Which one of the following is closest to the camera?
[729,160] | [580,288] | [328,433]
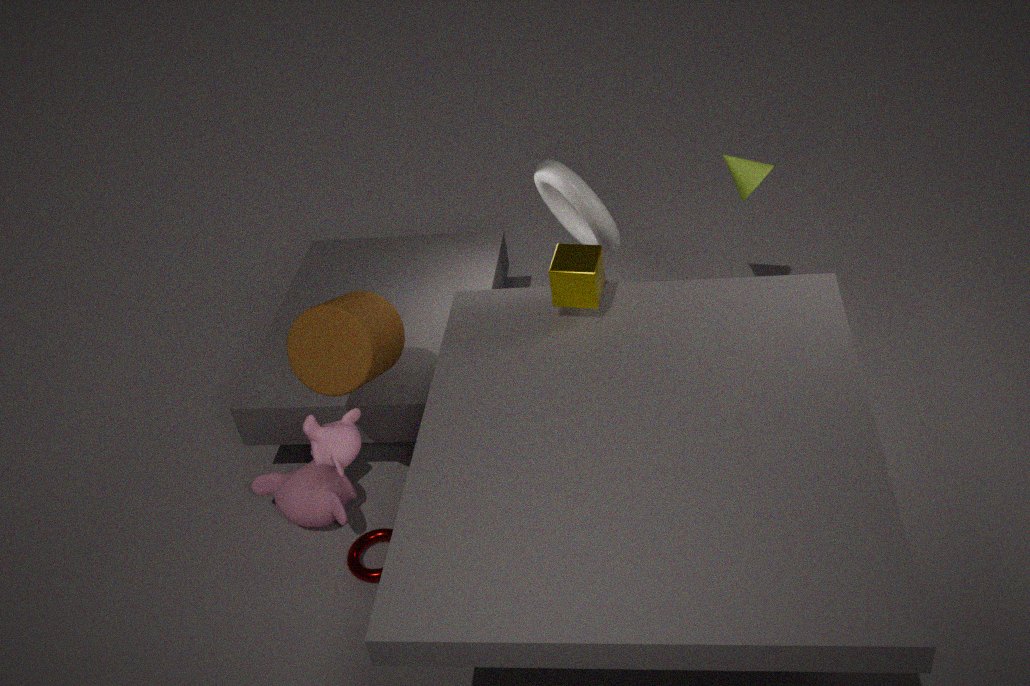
[328,433]
